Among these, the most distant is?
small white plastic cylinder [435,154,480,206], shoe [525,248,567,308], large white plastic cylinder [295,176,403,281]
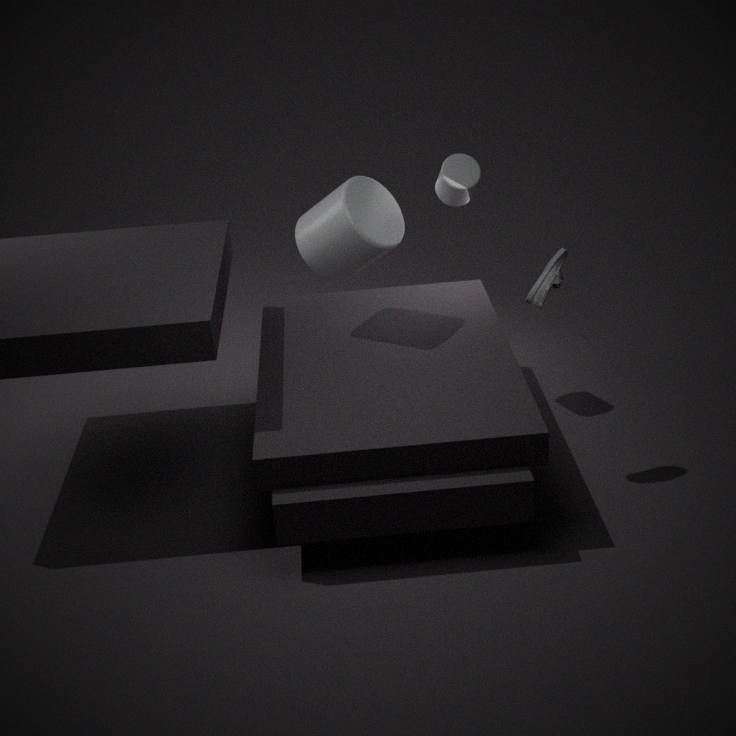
small white plastic cylinder [435,154,480,206]
